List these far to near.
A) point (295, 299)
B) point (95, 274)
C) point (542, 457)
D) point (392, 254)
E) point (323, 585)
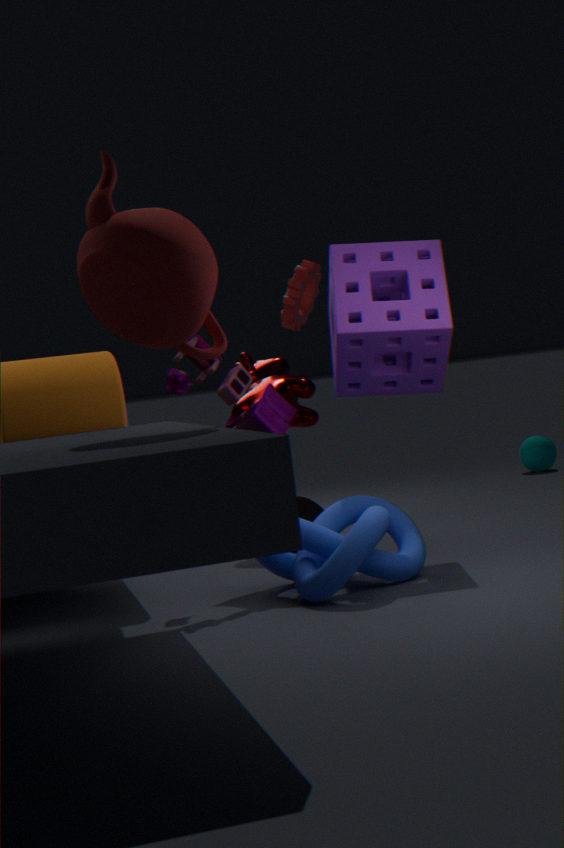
point (542, 457) → point (295, 299) → point (392, 254) → point (323, 585) → point (95, 274)
